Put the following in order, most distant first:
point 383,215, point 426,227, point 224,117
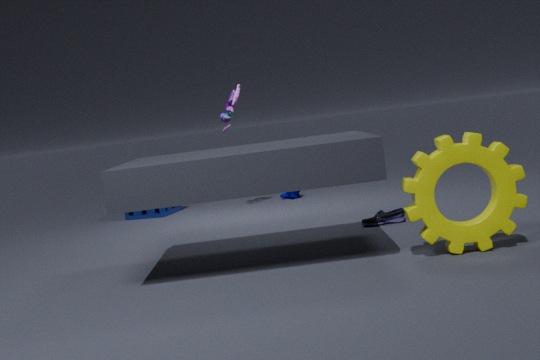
point 224,117
point 383,215
point 426,227
